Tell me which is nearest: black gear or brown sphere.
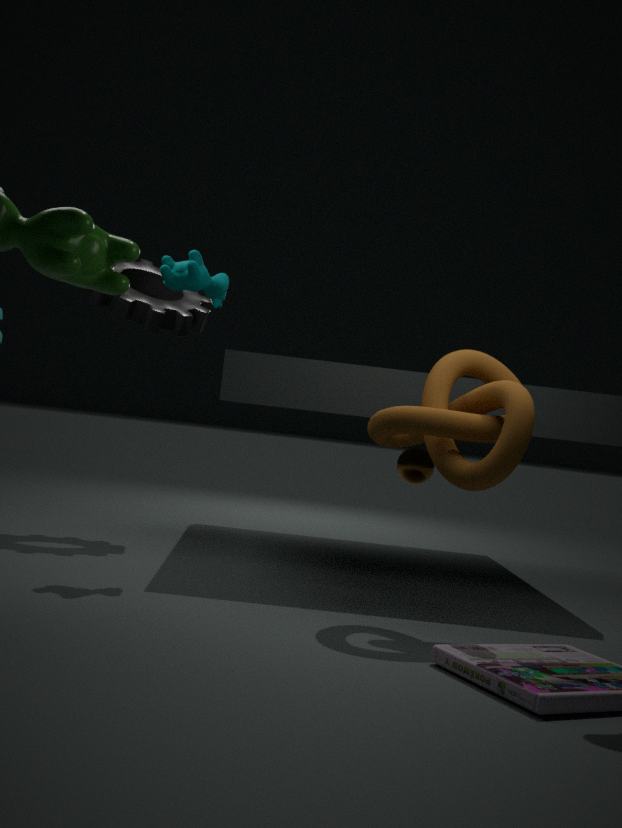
black gear
